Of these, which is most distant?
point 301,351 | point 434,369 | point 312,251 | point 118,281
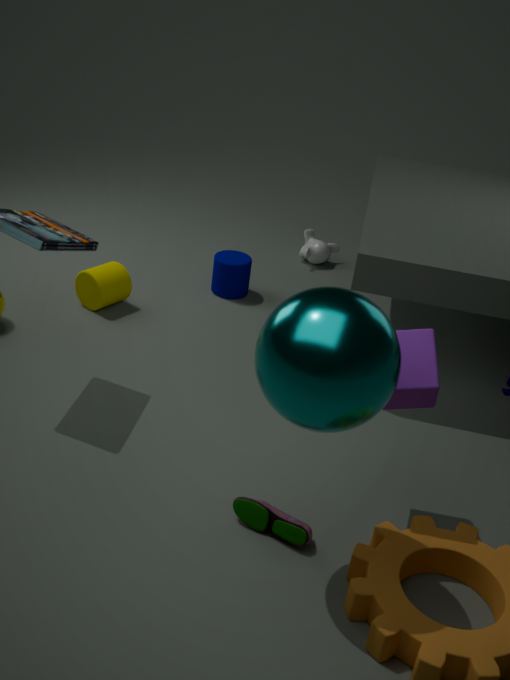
point 312,251
